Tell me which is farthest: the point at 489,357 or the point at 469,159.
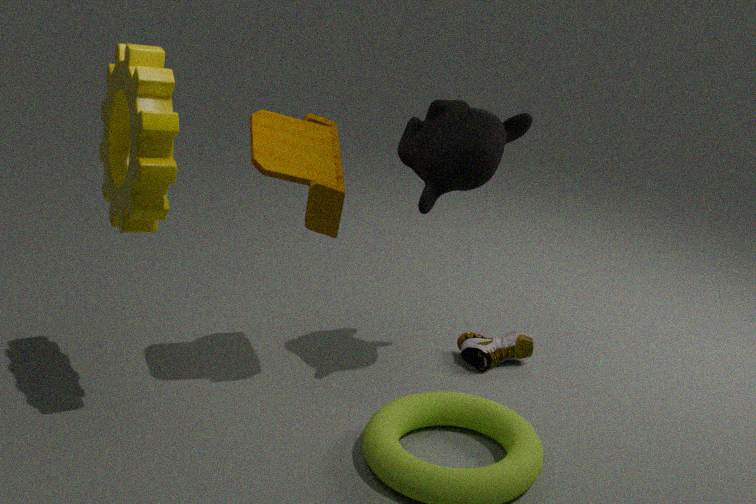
the point at 489,357
